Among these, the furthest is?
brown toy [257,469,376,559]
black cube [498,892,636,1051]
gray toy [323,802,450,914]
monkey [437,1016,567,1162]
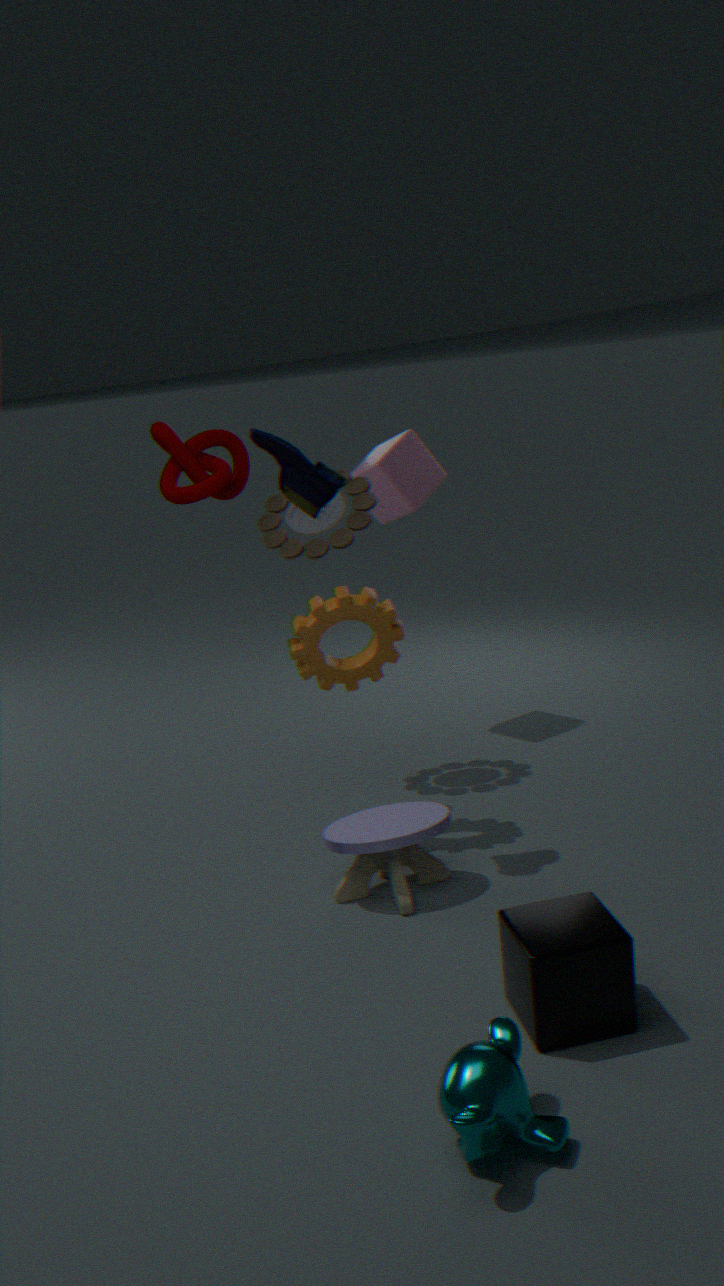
brown toy [257,469,376,559]
